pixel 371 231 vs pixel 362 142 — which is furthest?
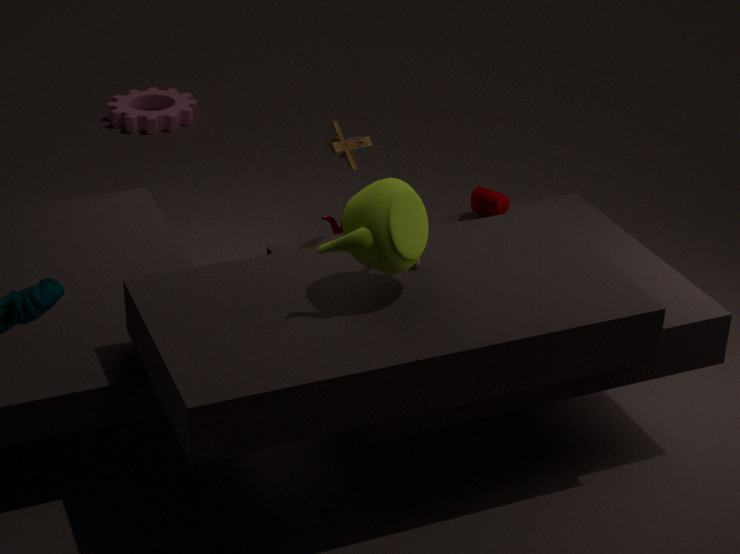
pixel 362 142
